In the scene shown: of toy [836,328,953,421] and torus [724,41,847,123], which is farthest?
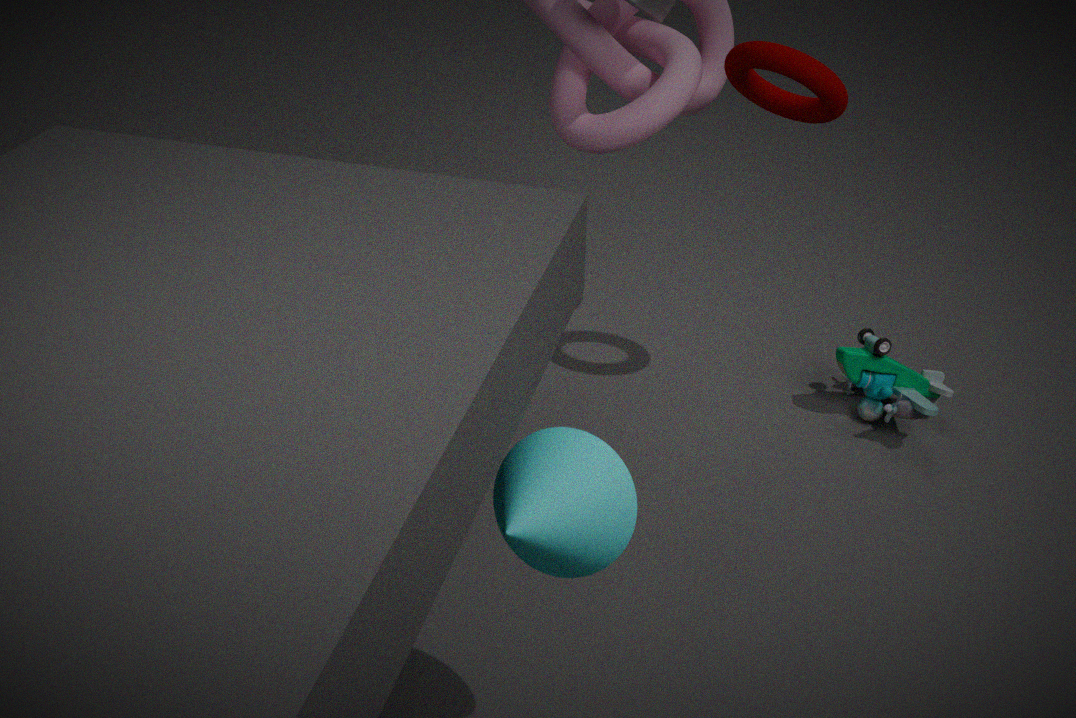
toy [836,328,953,421]
